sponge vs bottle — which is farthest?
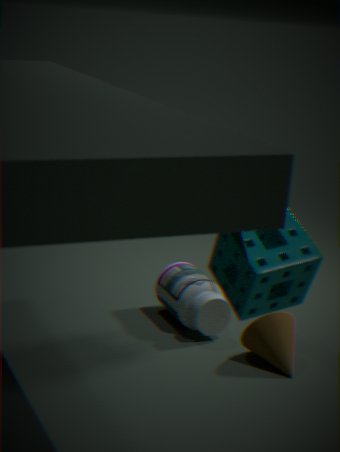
bottle
